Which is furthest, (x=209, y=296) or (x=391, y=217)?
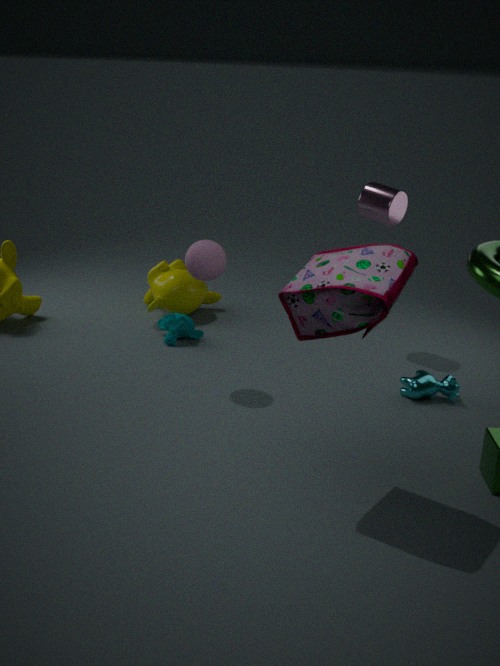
(x=209, y=296)
